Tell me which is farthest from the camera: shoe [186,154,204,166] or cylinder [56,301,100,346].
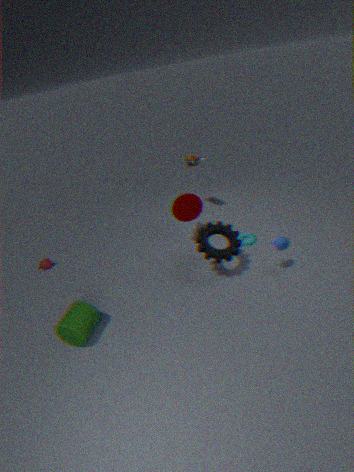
shoe [186,154,204,166]
